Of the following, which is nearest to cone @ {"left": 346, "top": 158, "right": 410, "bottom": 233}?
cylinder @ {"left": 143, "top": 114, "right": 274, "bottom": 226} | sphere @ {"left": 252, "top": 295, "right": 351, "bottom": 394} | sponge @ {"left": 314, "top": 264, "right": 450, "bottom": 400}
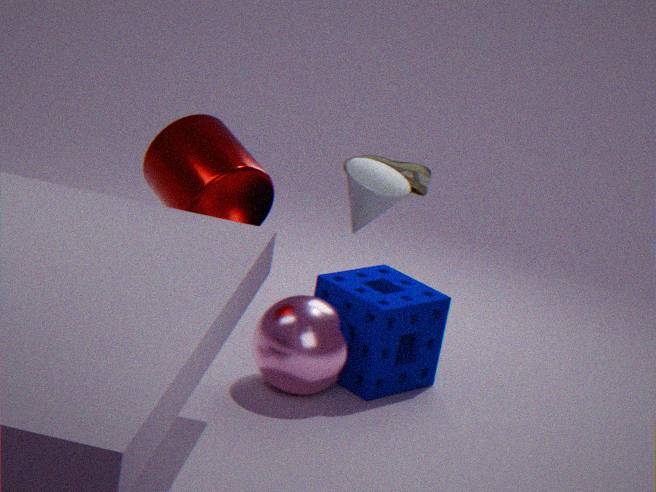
sphere @ {"left": 252, "top": 295, "right": 351, "bottom": 394}
